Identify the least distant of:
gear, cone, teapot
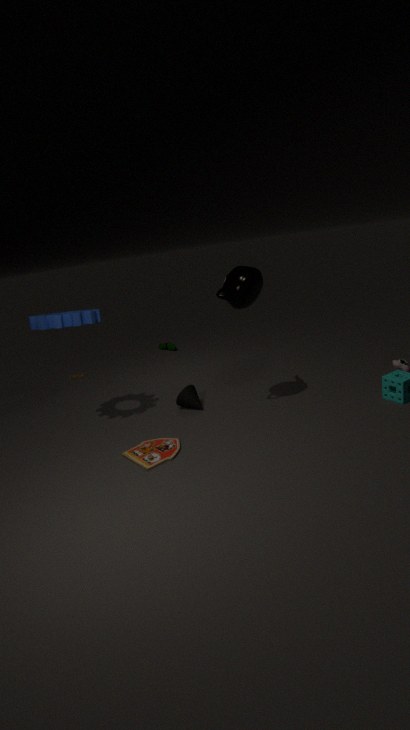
teapot
